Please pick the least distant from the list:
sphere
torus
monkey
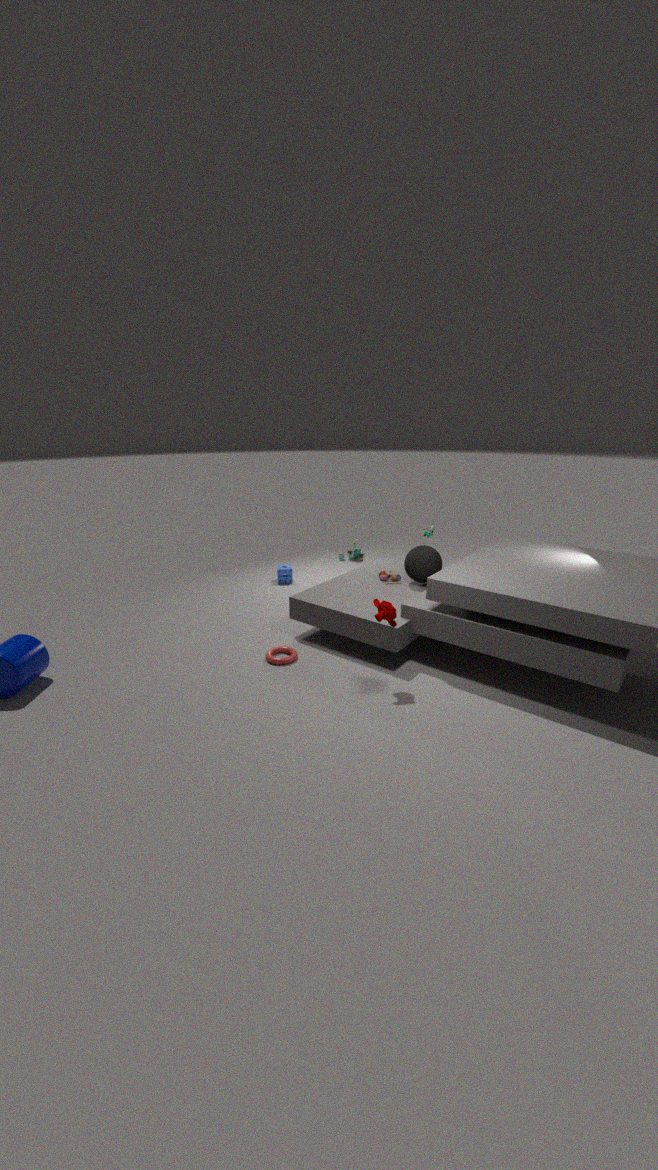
monkey
